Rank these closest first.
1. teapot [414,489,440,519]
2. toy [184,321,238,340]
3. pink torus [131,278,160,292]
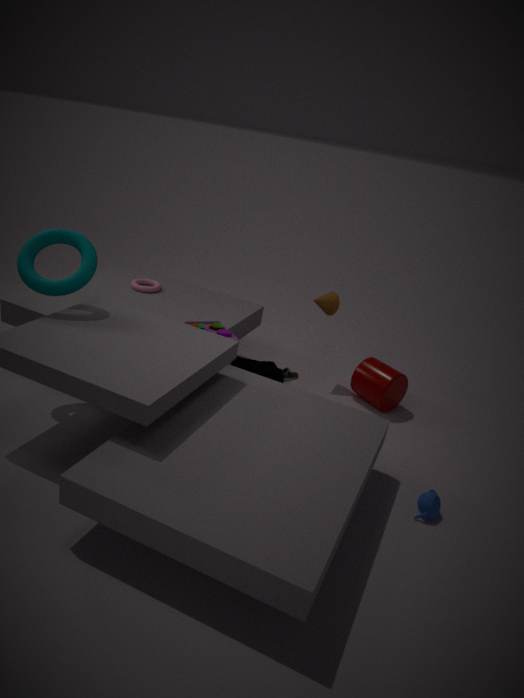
teapot [414,489,440,519]
toy [184,321,238,340]
pink torus [131,278,160,292]
